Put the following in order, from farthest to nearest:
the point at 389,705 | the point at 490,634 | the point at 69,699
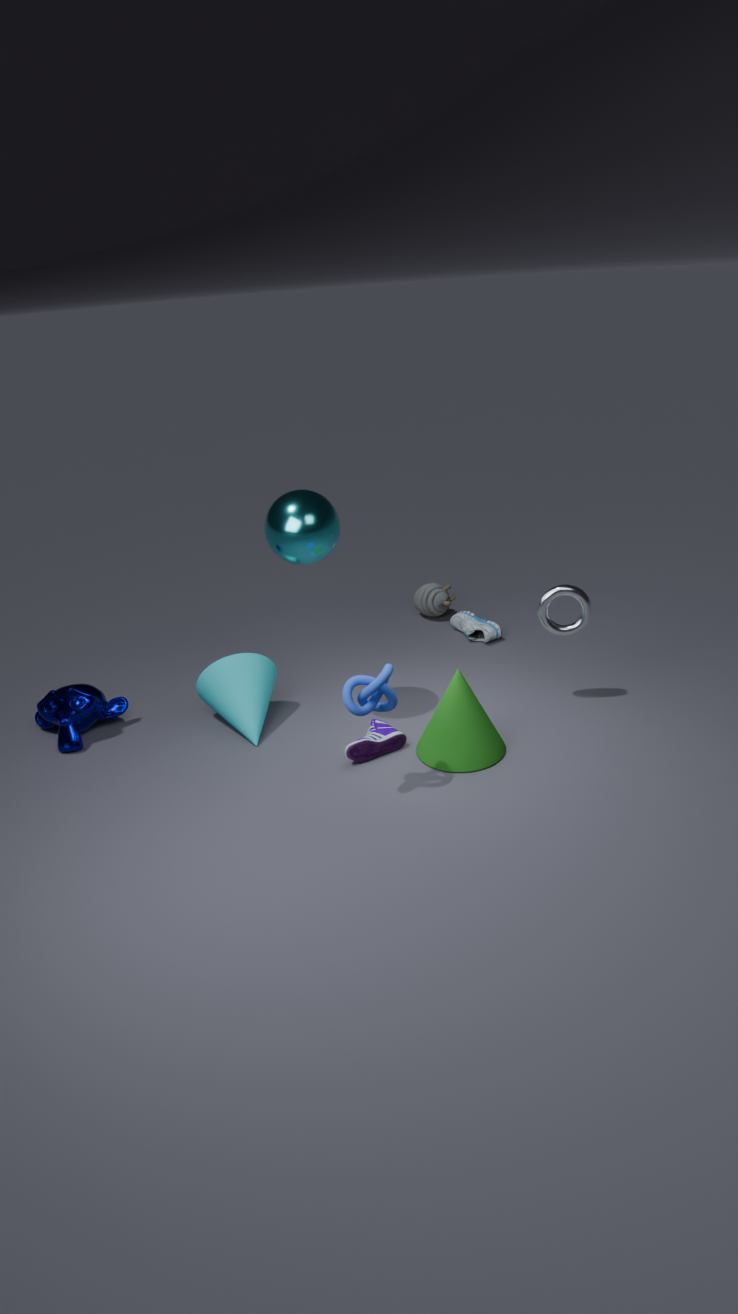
the point at 490,634
the point at 69,699
the point at 389,705
